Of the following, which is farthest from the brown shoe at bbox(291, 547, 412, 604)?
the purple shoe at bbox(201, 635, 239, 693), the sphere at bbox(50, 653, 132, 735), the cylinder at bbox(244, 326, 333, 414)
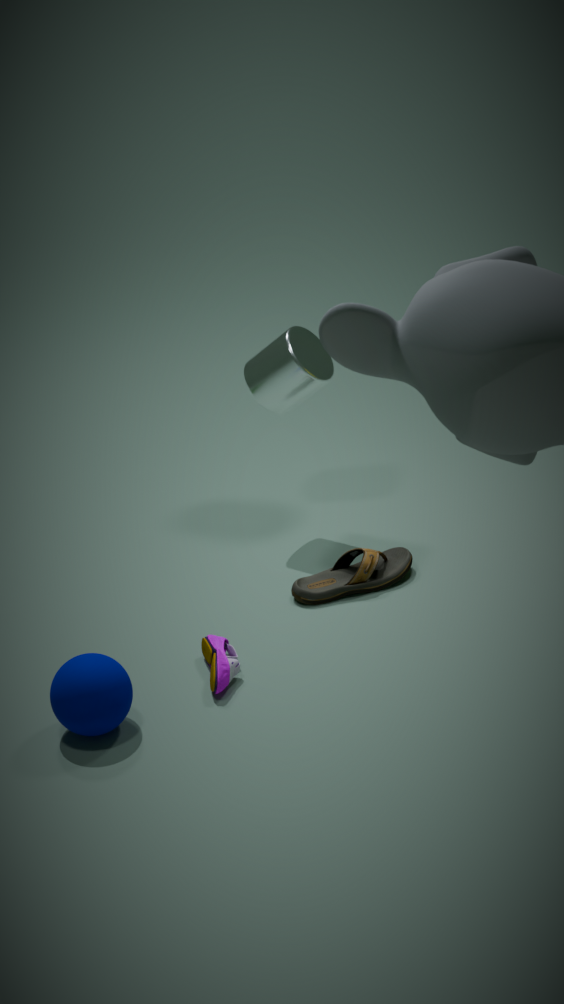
the sphere at bbox(50, 653, 132, 735)
